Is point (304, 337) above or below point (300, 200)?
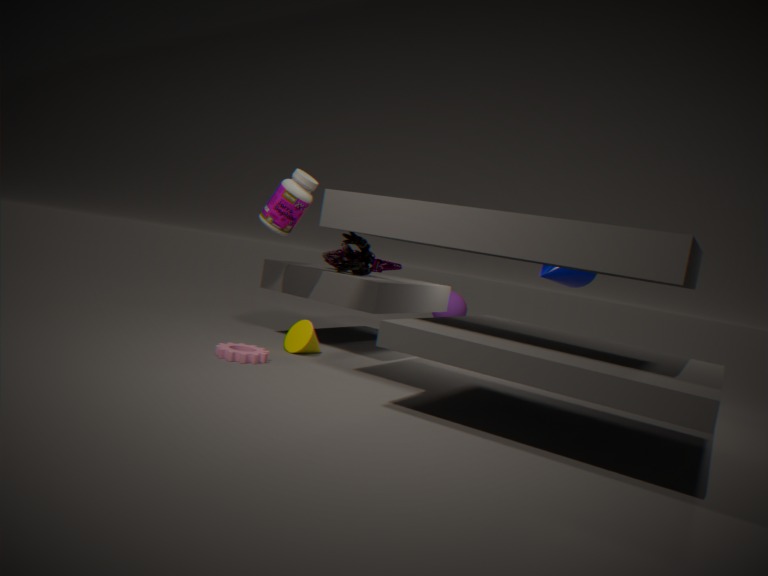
below
